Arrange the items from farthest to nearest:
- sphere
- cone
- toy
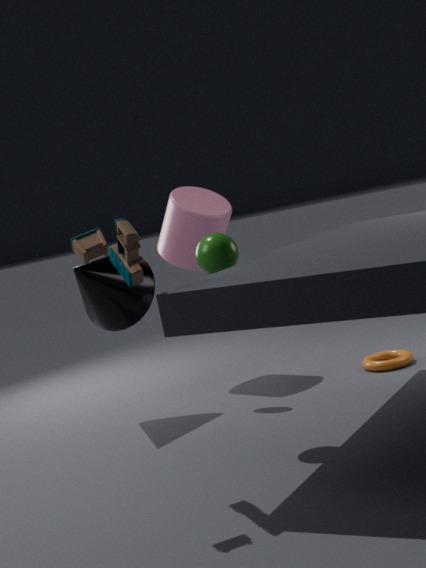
cone
sphere
toy
